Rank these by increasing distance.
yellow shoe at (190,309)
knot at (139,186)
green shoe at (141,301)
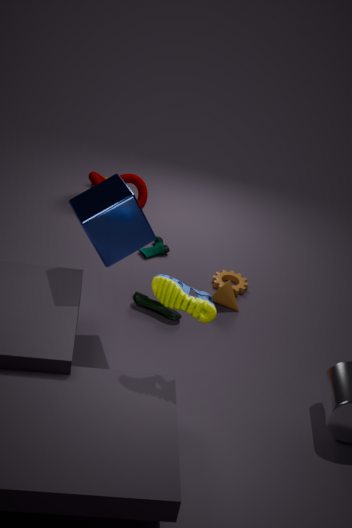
yellow shoe at (190,309) < green shoe at (141,301) < knot at (139,186)
